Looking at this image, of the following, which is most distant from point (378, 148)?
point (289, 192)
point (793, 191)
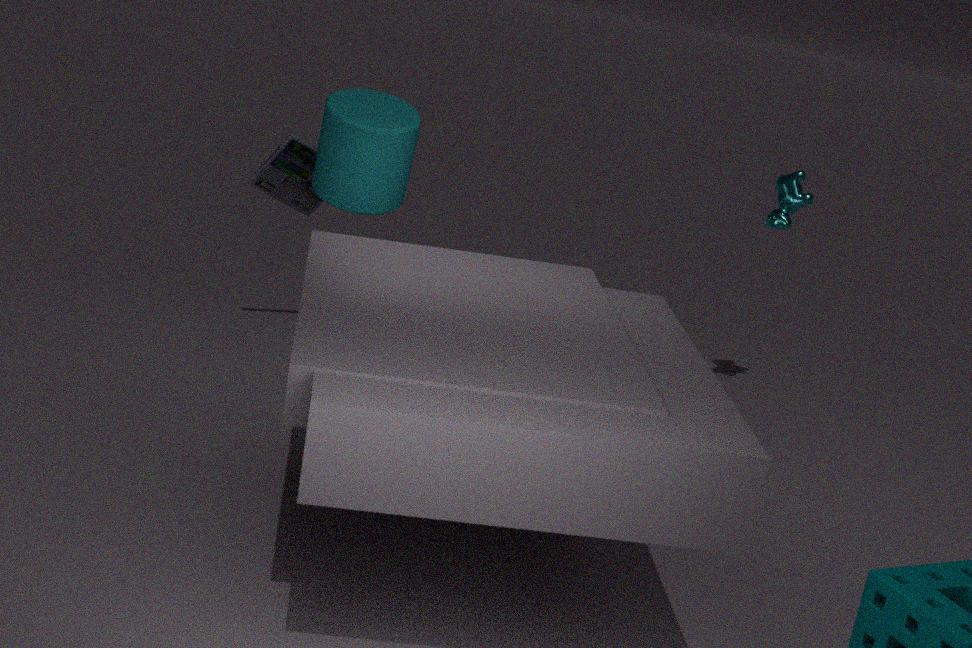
point (793, 191)
